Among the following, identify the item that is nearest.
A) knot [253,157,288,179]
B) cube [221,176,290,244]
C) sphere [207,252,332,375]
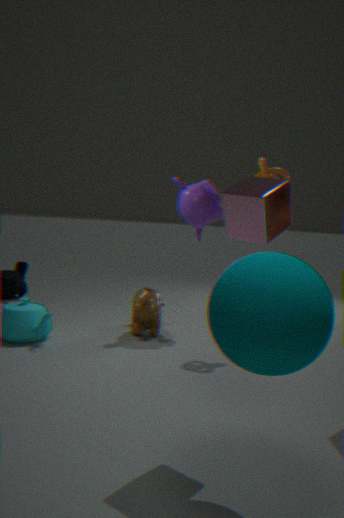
sphere [207,252,332,375]
